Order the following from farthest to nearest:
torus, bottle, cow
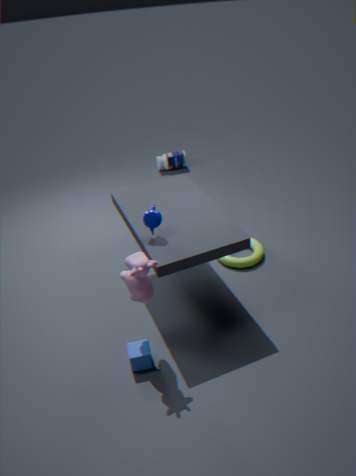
bottle, torus, cow
